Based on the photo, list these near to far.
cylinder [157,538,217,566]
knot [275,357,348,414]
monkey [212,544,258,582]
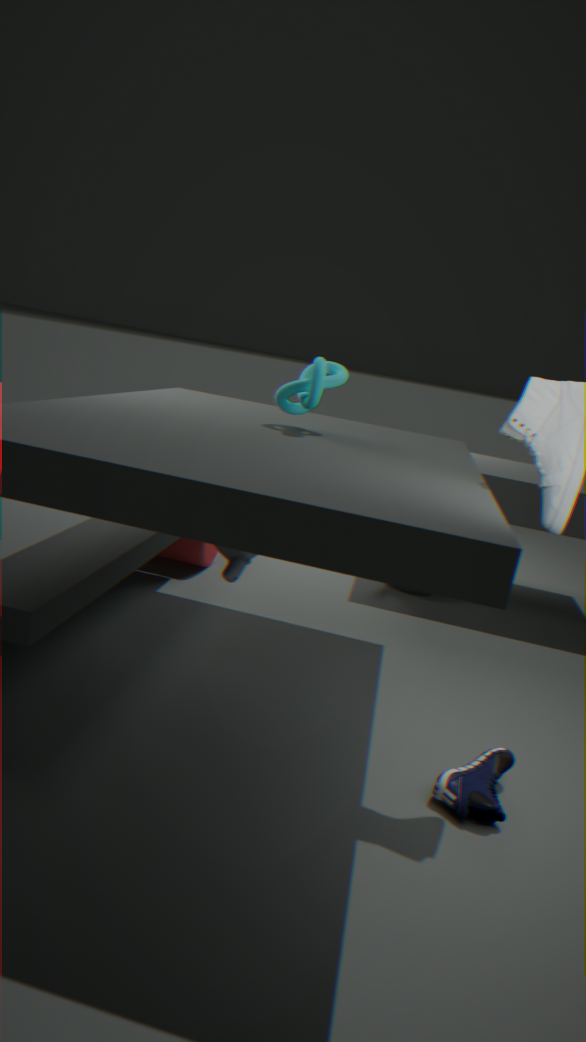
monkey [212,544,258,582] < knot [275,357,348,414] < cylinder [157,538,217,566]
